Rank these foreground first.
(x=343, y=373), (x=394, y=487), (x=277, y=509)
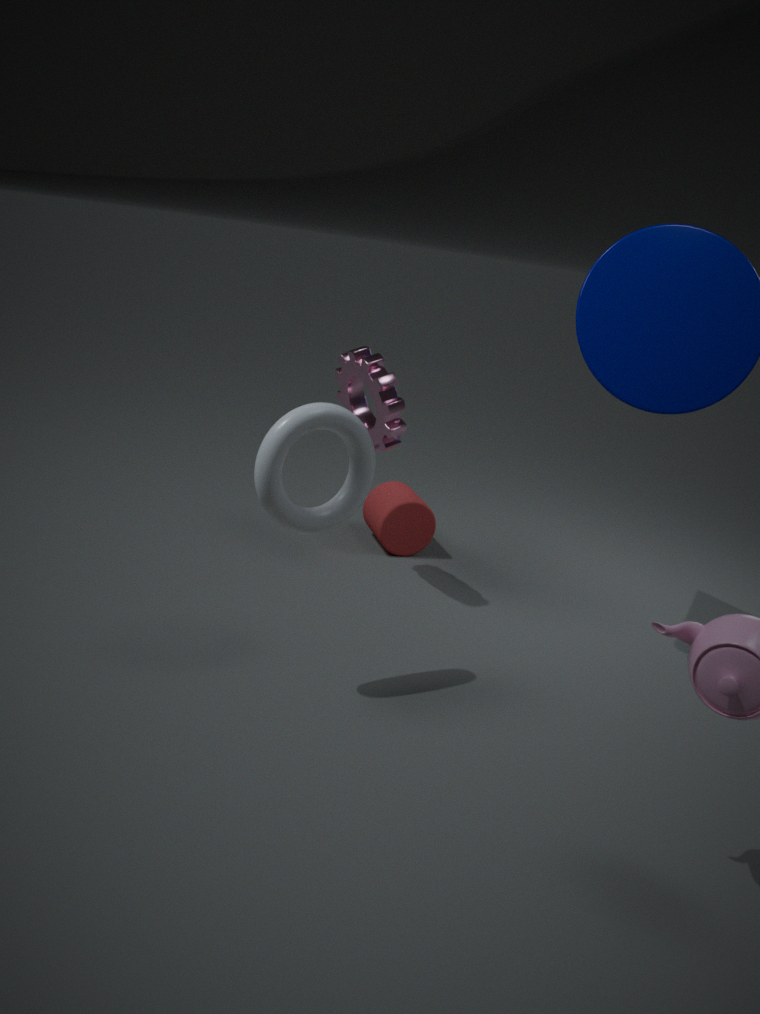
(x=277, y=509), (x=343, y=373), (x=394, y=487)
